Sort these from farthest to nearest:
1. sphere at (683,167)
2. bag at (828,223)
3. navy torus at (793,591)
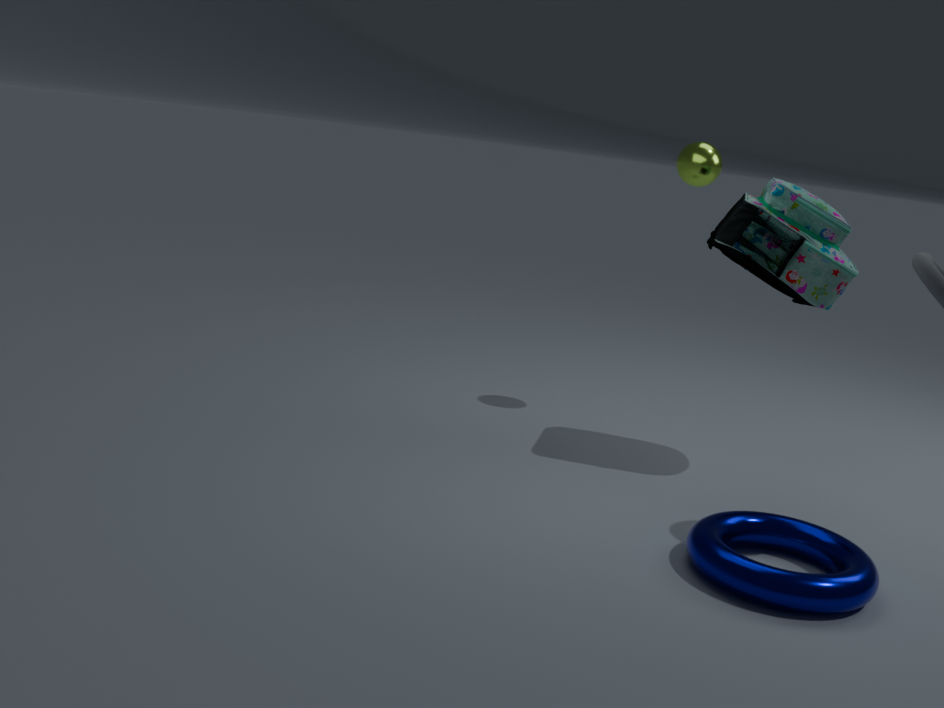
sphere at (683,167) < bag at (828,223) < navy torus at (793,591)
